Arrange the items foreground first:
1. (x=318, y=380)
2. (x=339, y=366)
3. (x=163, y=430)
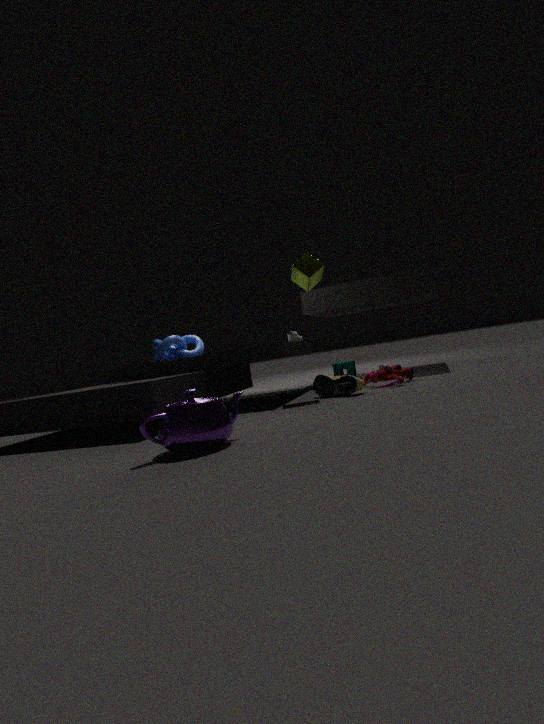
(x=163, y=430)
(x=318, y=380)
(x=339, y=366)
